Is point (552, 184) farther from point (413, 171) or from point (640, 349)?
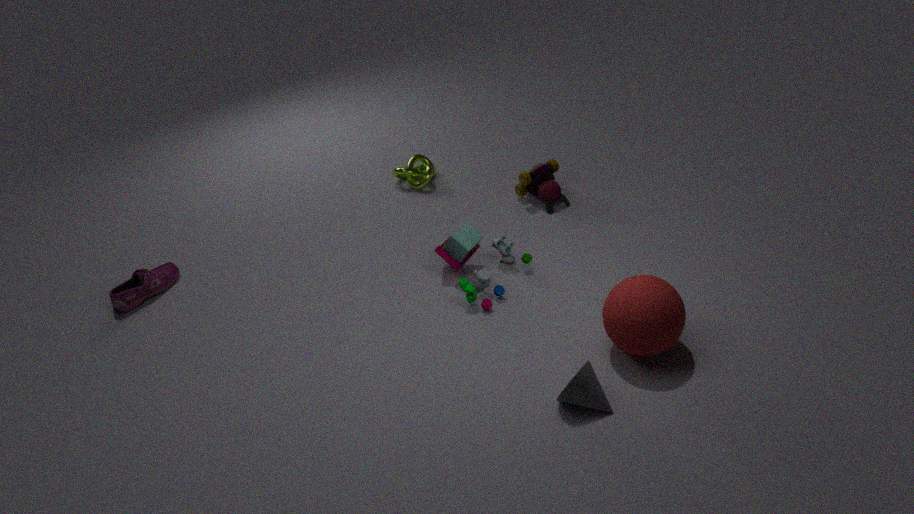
point (640, 349)
